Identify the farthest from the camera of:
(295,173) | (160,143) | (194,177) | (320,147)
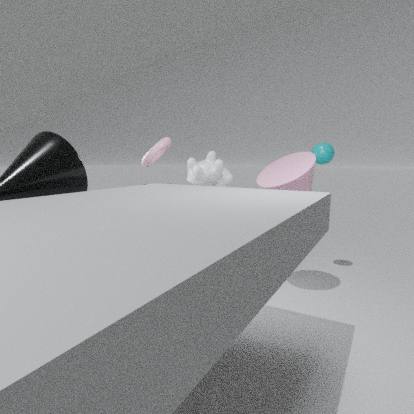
(194,177)
